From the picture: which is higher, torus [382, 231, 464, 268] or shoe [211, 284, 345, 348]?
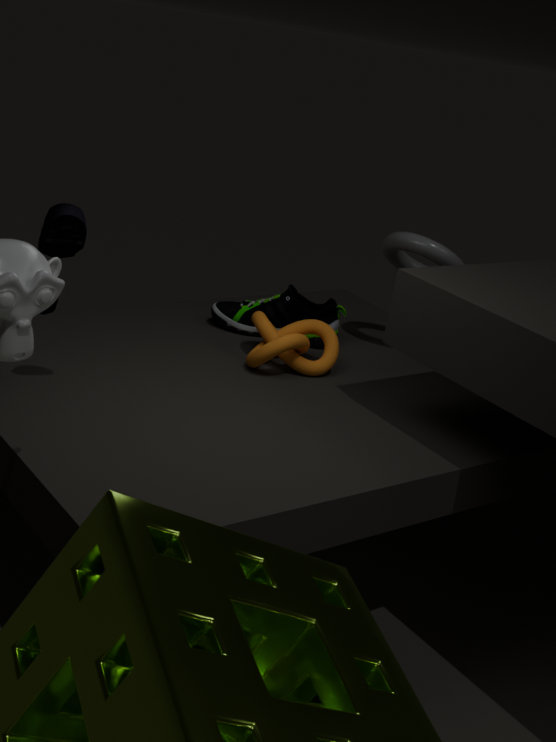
torus [382, 231, 464, 268]
